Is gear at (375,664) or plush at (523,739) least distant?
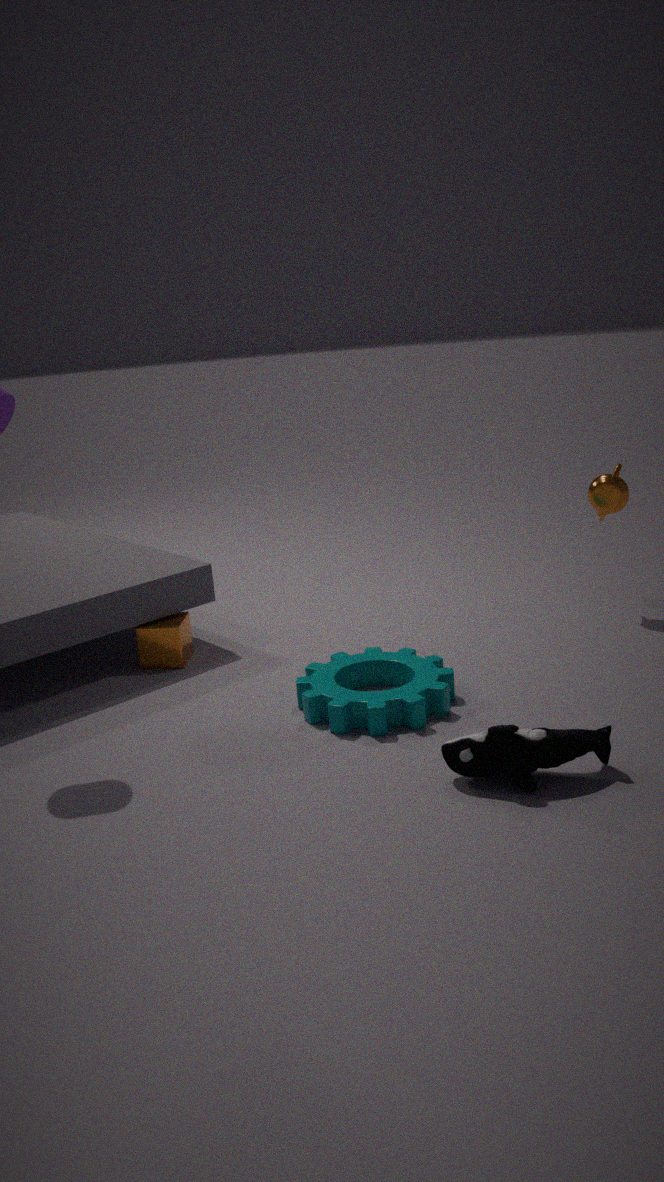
plush at (523,739)
